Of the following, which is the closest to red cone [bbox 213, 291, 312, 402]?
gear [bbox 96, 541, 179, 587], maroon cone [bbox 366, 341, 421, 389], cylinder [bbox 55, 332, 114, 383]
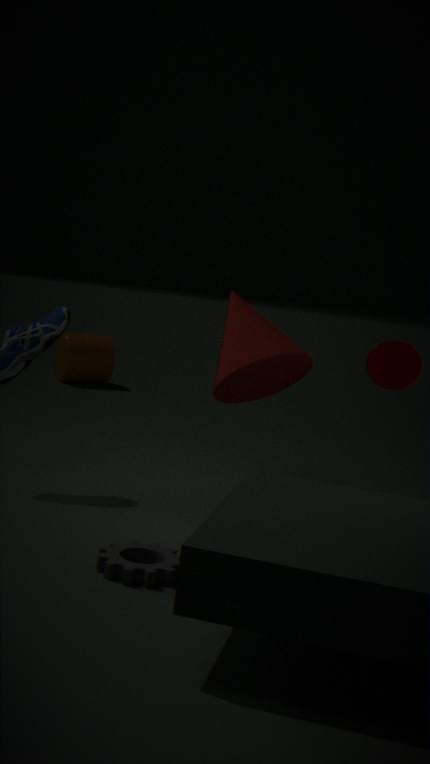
maroon cone [bbox 366, 341, 421, 389]
